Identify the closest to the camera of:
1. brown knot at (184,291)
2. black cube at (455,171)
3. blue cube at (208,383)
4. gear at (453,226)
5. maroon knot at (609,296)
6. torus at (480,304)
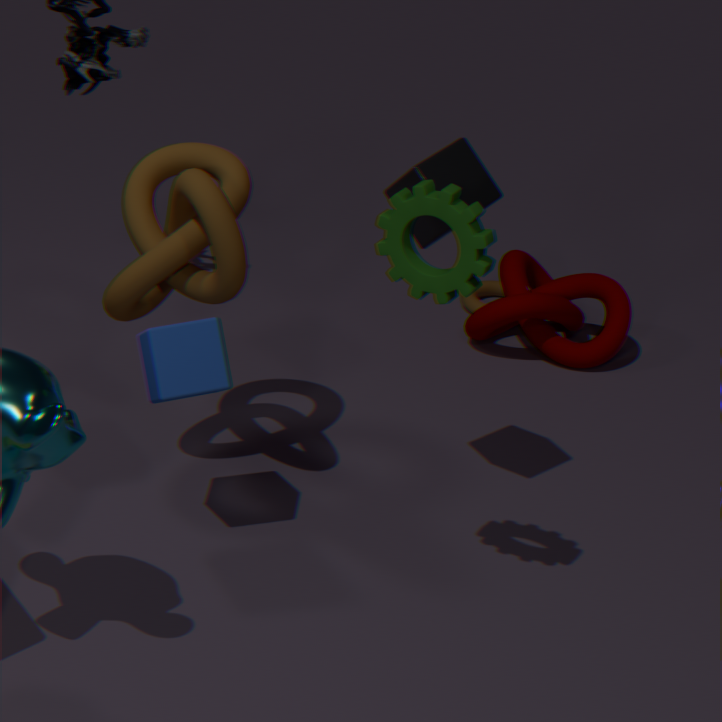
gear at (453,226)
